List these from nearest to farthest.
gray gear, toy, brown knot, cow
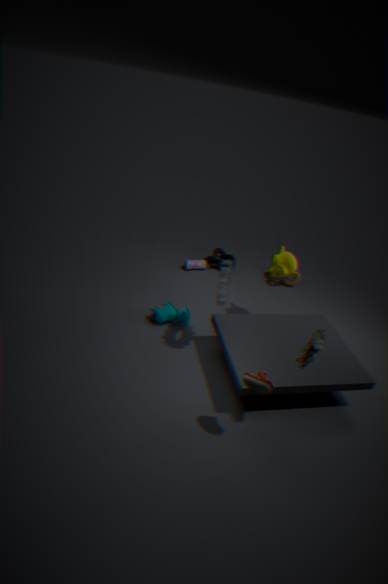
toy → gray gear → cow → brown knot
